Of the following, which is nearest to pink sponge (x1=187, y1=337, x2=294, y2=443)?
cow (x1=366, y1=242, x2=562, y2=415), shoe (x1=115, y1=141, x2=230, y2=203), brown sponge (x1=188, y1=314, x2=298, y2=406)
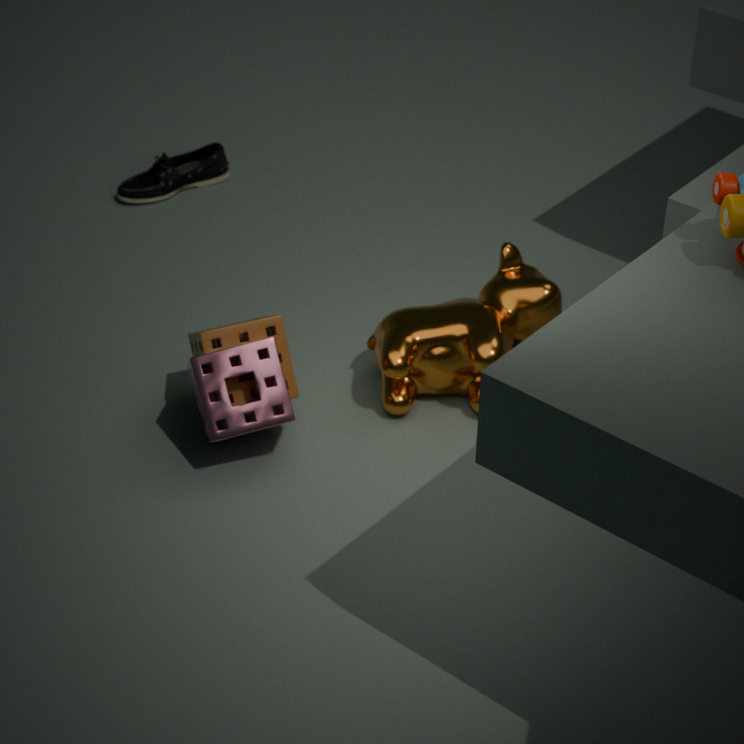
brown sponge (x1=188, y1=314, x2=298, y2=406)
